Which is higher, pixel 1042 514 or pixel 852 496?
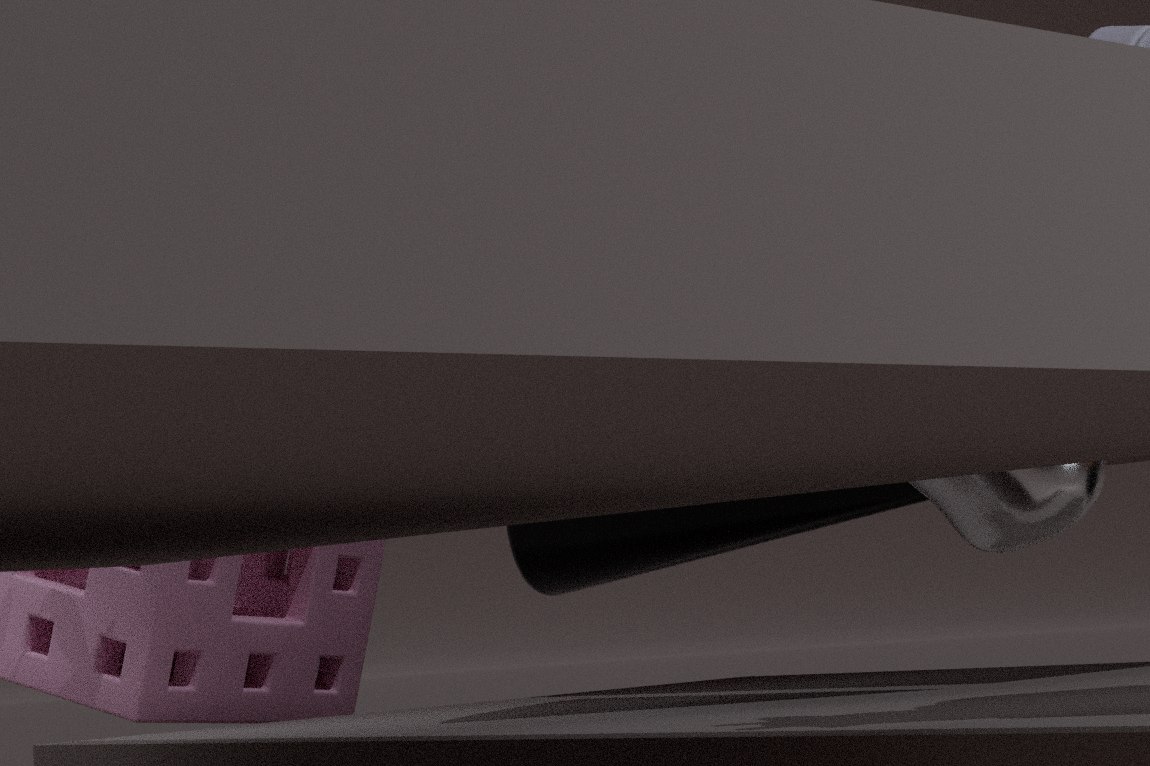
pixel 1042 514
